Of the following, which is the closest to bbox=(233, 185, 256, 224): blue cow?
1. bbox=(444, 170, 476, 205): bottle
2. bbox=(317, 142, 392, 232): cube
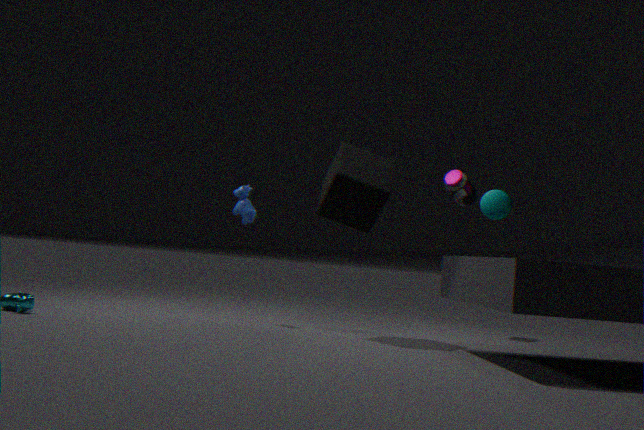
bbox=(317, 142, 392, 232): cube
